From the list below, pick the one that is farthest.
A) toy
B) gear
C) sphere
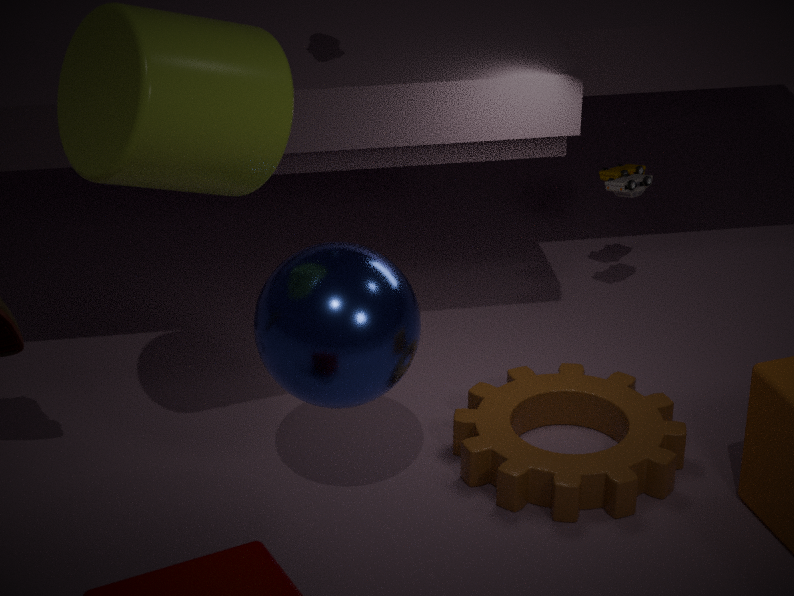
toy
